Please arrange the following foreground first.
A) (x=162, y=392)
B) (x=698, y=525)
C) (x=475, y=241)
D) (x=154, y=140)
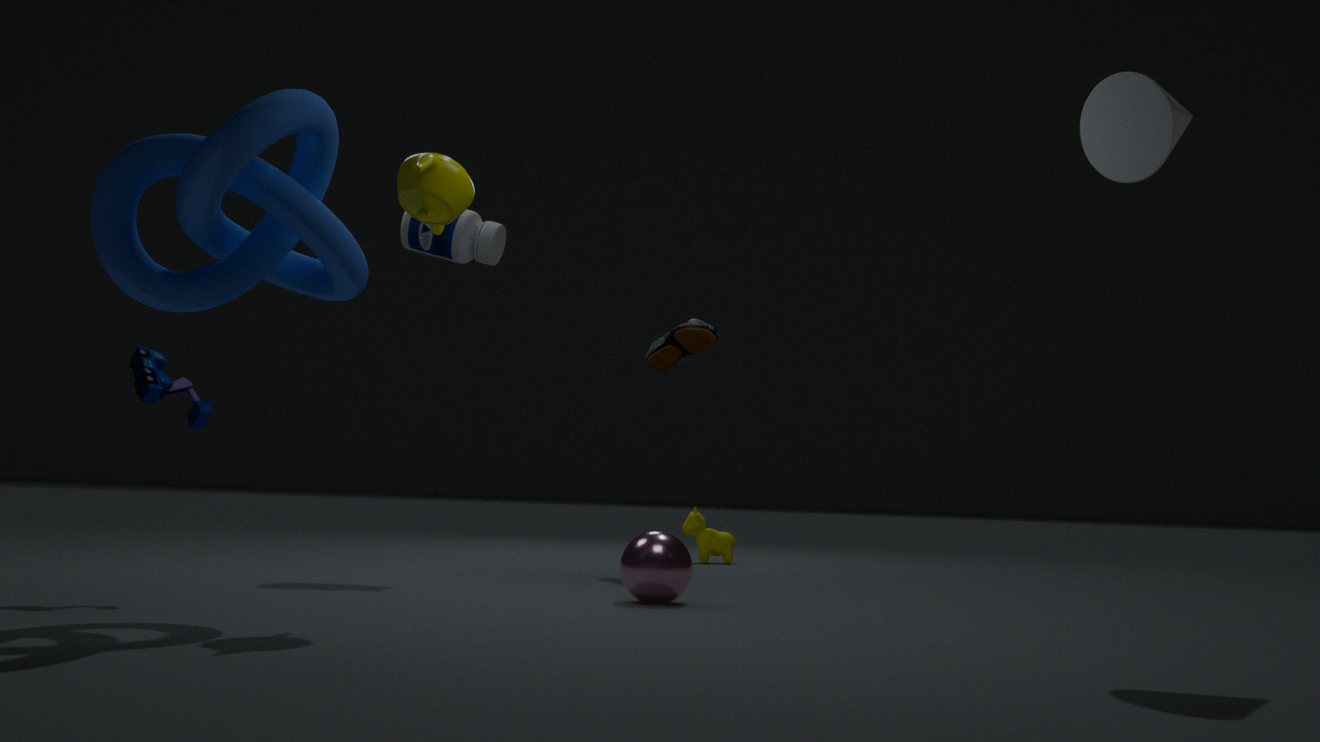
1. (x=154, y=140)
2. (x=162, y=392)
3. (x=475, y=241)
4. (x=698, y=525)
